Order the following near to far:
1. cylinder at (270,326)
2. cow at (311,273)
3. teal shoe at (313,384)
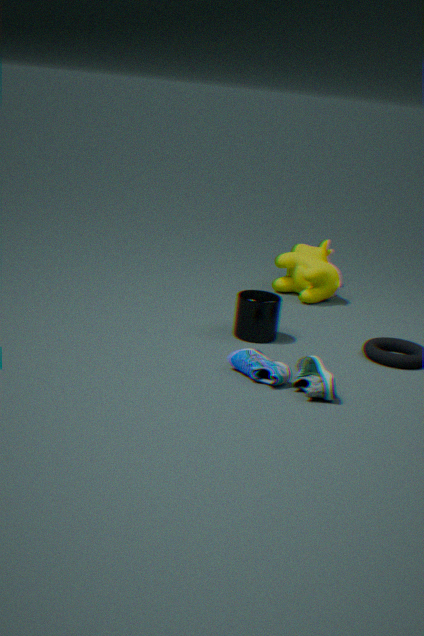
teal shoe at (313,384) < cylinder at (270,326) < cow at (311,273)
